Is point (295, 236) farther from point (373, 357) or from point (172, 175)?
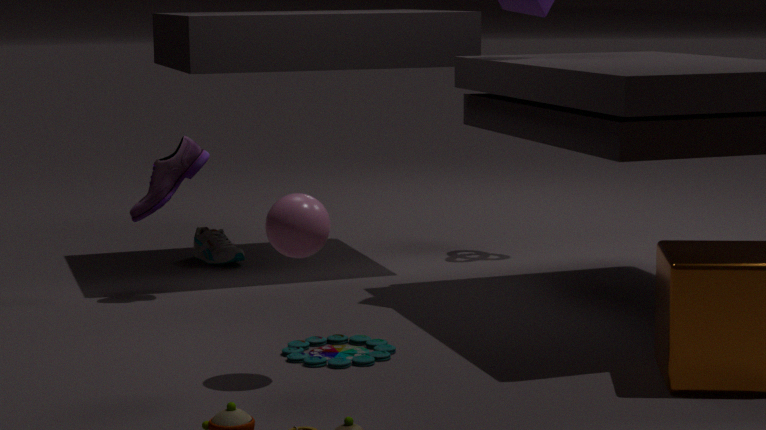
point (172, 175)
